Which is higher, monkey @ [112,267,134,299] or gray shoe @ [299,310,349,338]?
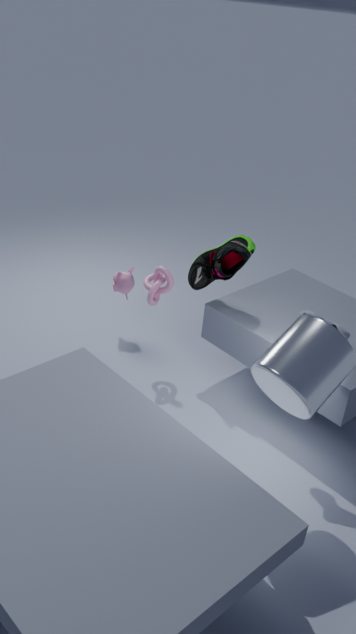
gray shoe @ [299,310,349,338]
